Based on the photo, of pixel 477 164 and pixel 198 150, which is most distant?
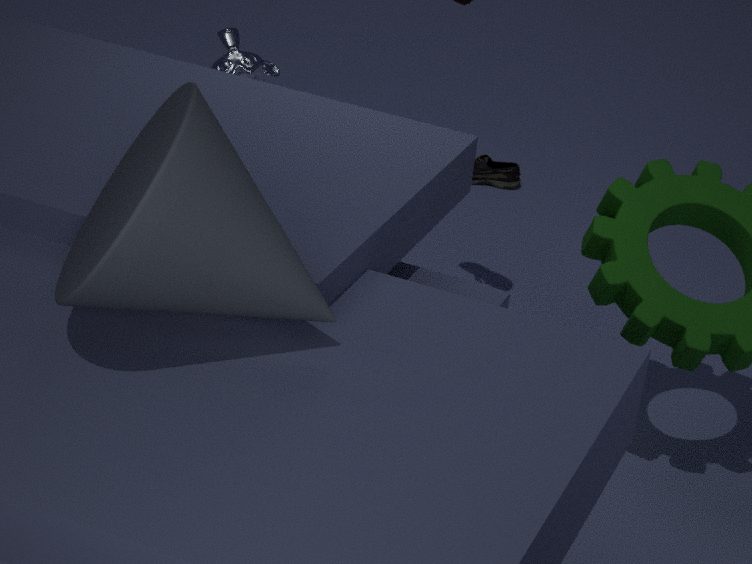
pixel 477 164
